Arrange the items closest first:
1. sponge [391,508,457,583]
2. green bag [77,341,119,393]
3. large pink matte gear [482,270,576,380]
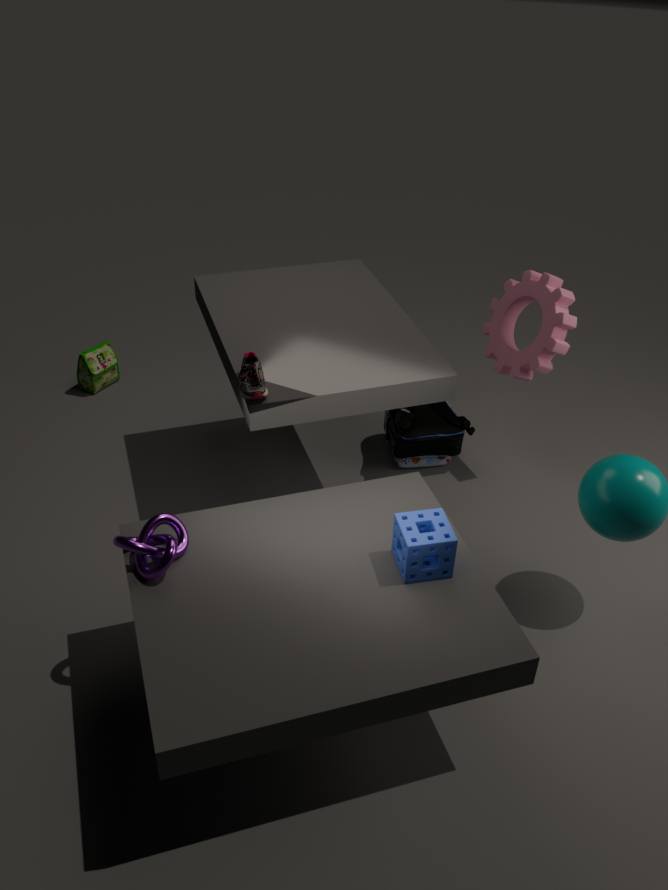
sponge [391,508,457,583] → large pink matte gear [482,270,576,380] → green bag [77,341,119,393]
